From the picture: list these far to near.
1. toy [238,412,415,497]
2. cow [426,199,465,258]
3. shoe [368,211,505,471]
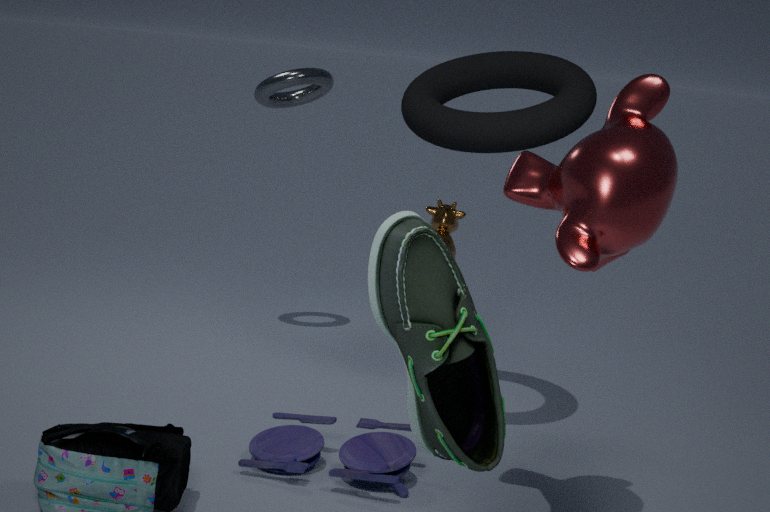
1. cow [426,199,465,258]
2. toy [238,412,415,497]
3. shoe [368,211,505,471]
